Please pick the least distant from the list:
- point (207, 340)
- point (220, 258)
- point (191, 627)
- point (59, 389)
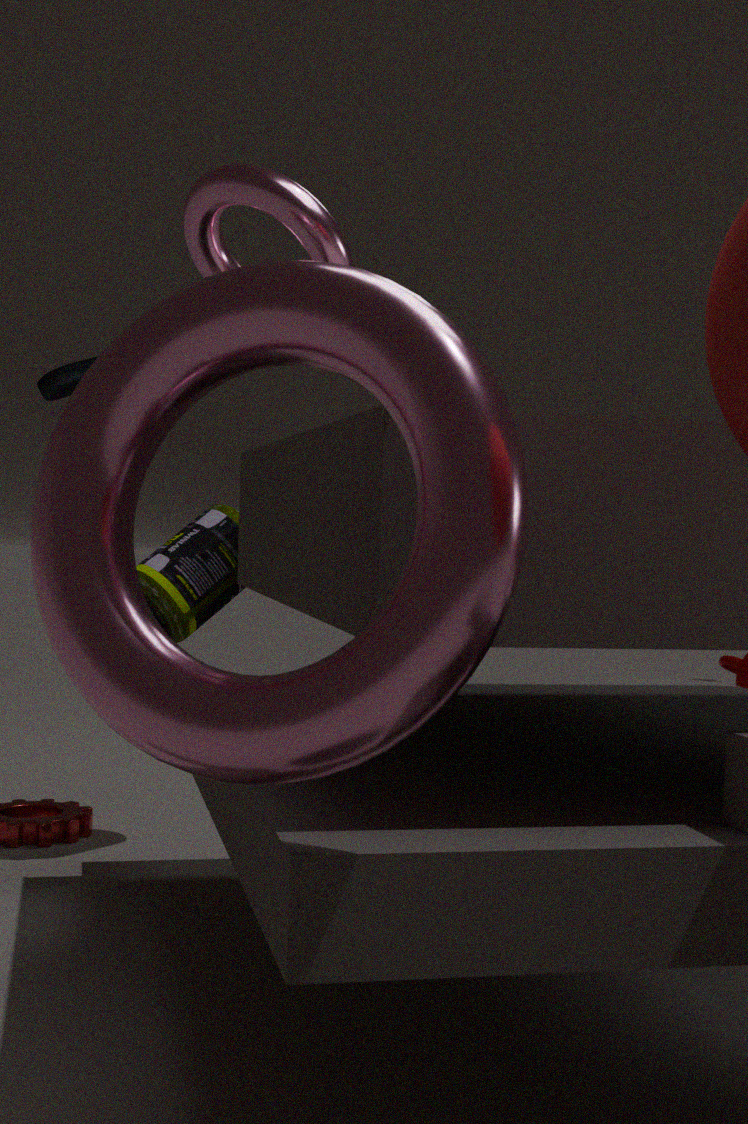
point (207, 340)
